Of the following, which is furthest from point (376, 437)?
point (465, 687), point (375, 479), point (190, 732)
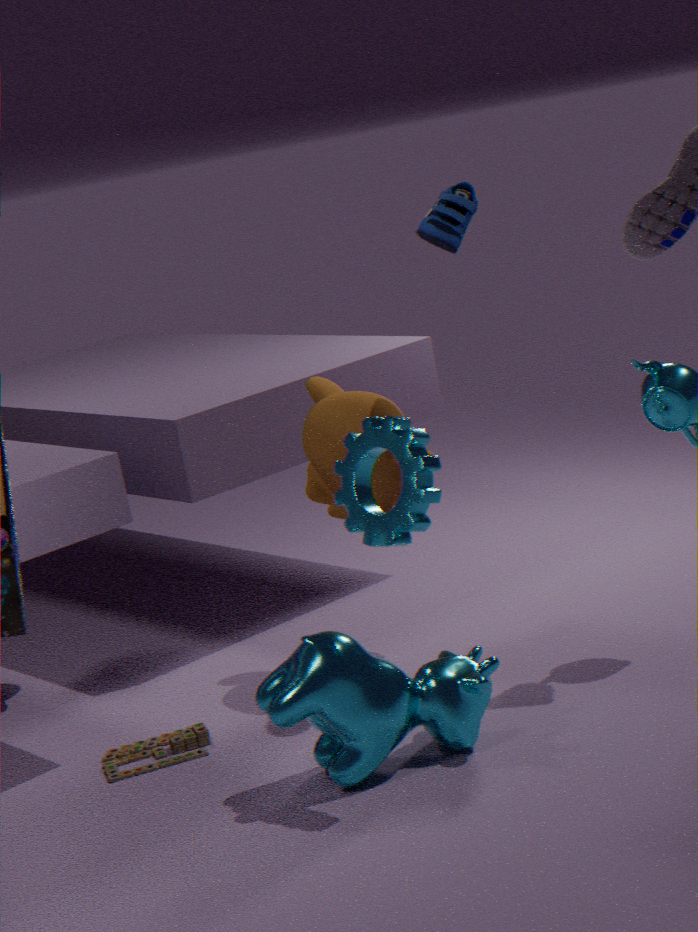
point (190, 732)
